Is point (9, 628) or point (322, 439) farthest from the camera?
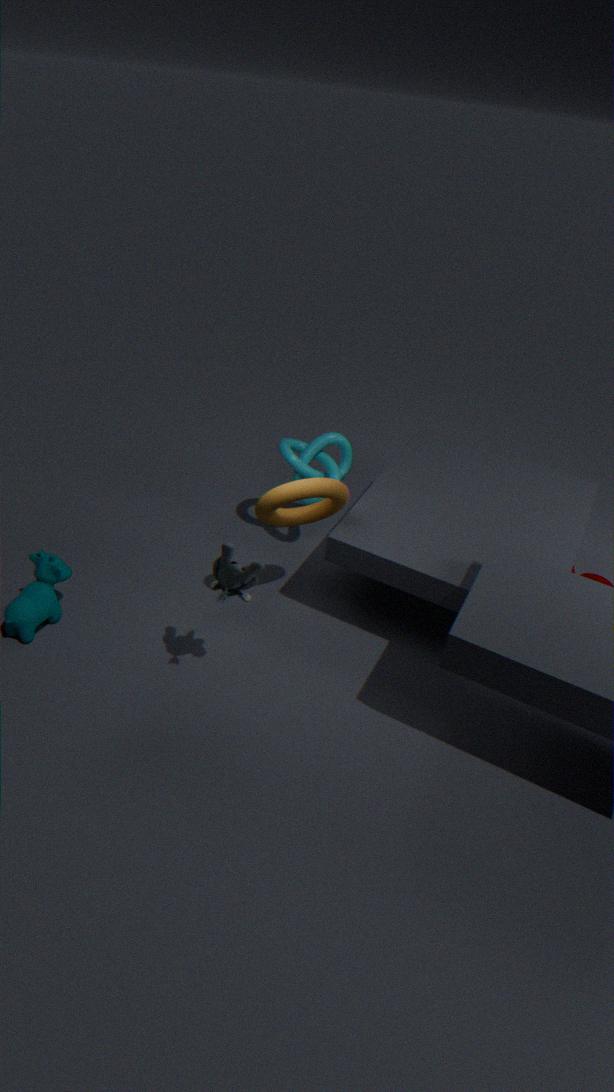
point (322, 439)
